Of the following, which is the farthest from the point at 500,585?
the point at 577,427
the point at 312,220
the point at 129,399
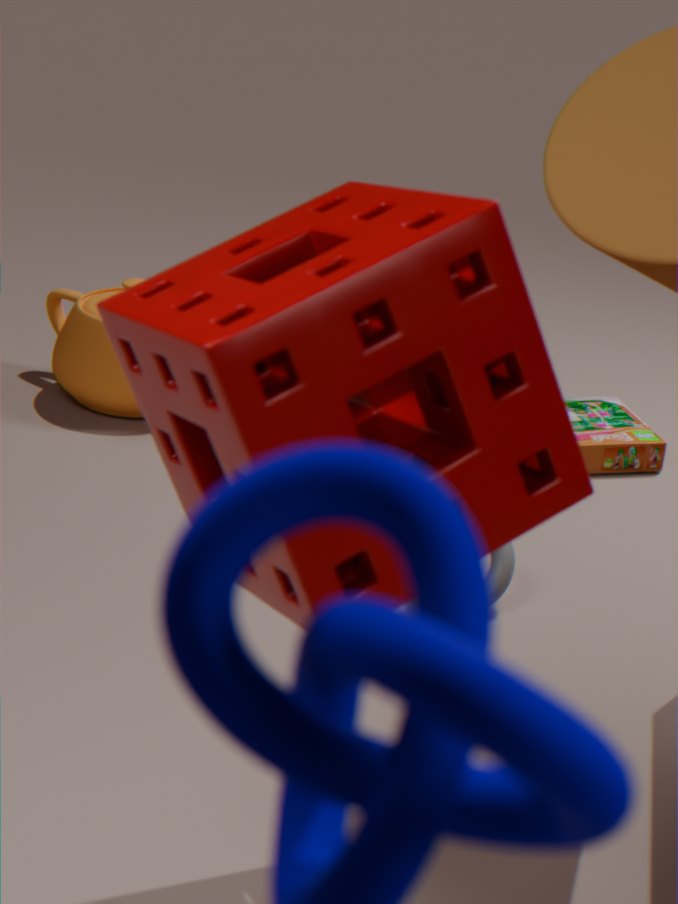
the point at 312,220
